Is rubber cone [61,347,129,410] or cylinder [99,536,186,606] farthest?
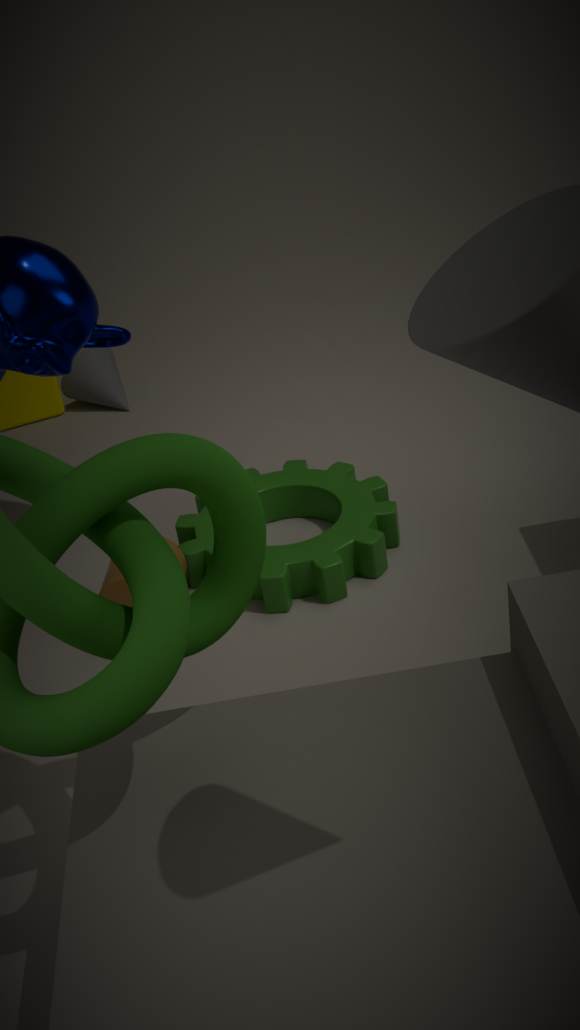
rubber cone [61,347,129,410]
